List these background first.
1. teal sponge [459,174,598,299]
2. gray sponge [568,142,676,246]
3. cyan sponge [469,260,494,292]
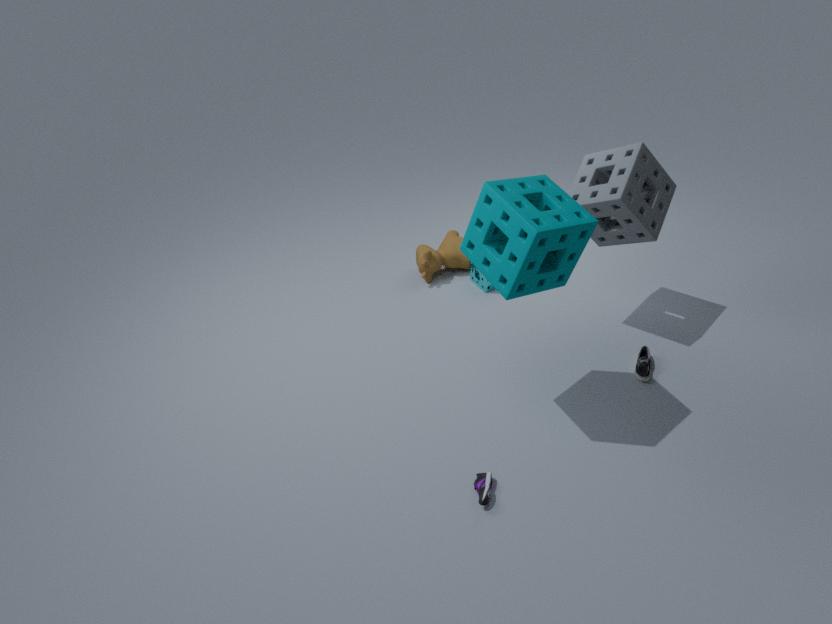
cyan sponge [469,260,494,292] < gray sponge [568,142,676,246] < teal sponge [459,174,598,299]
